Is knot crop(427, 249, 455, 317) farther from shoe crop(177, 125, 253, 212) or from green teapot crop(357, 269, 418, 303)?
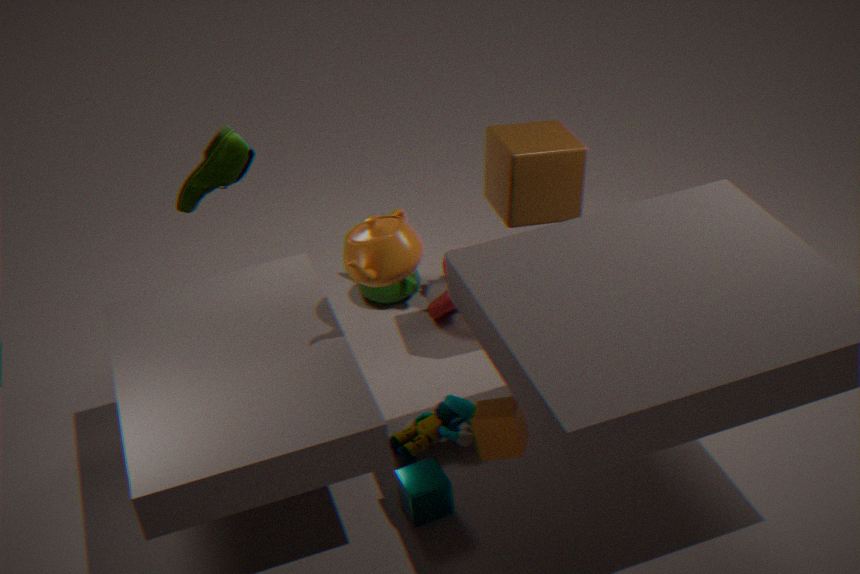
shoe crop(177, 125, 253, 212)
